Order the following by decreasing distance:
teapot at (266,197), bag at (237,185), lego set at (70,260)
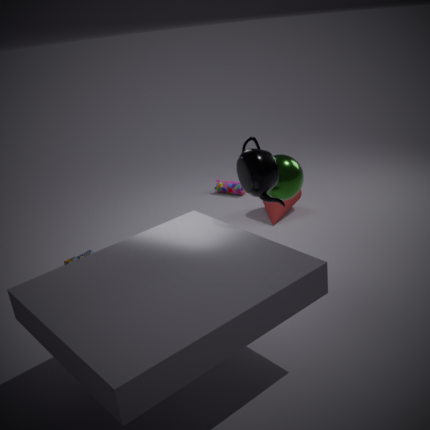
bag at (237,185) < lego set at (70,260) < teapot at (266,197)
